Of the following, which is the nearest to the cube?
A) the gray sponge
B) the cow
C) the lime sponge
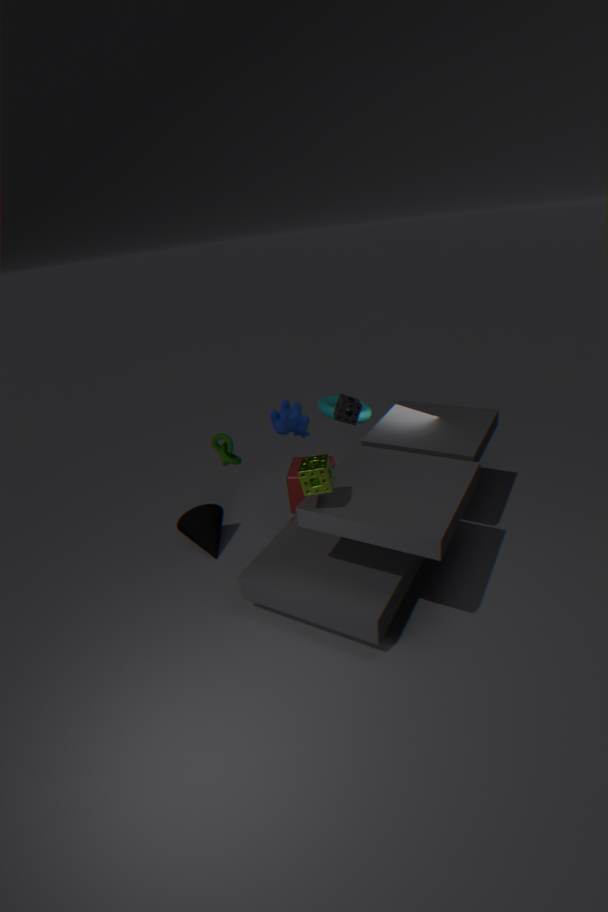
the cow
